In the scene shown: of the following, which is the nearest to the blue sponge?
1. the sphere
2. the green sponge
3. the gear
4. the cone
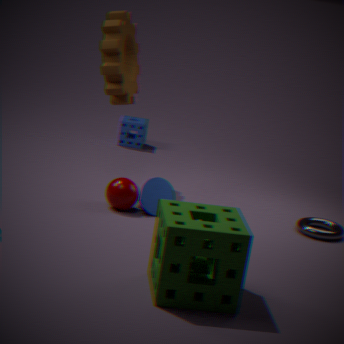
the gear
